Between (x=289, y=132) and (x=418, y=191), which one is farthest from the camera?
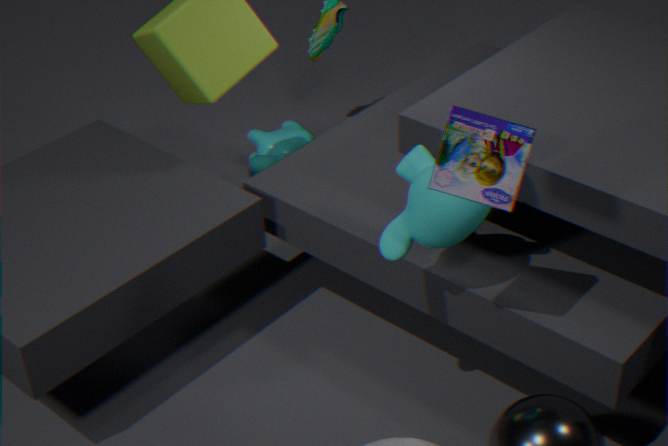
(x=289, y=132)
